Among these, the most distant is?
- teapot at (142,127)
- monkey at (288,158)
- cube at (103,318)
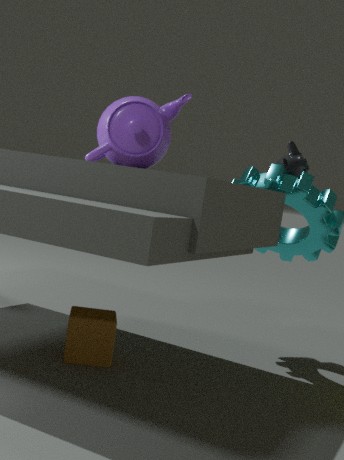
monkey at (288,158)
